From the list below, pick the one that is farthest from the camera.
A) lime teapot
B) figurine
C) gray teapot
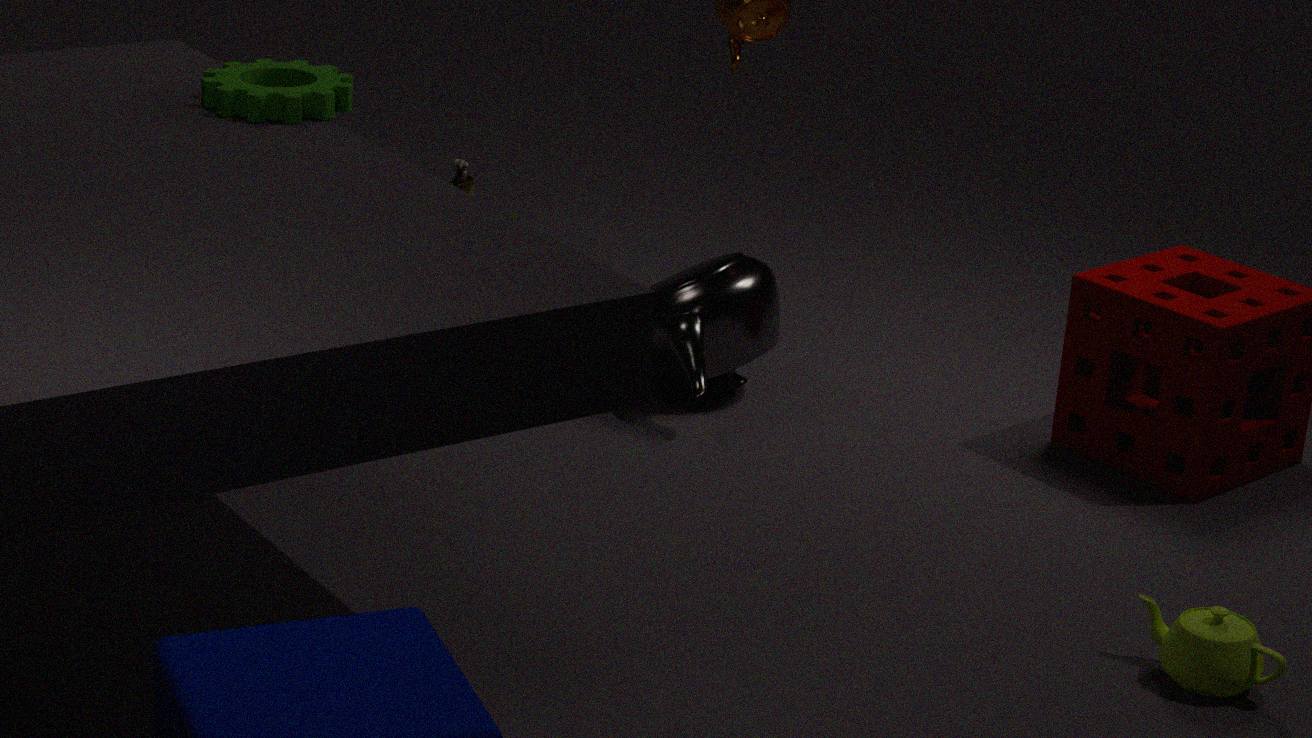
figurine
